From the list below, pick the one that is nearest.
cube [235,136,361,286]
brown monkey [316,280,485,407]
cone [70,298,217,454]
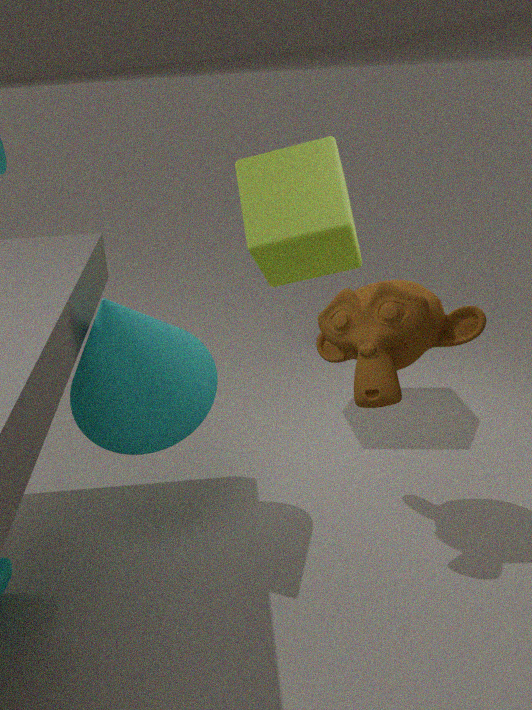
cone [70,298,217,454]
